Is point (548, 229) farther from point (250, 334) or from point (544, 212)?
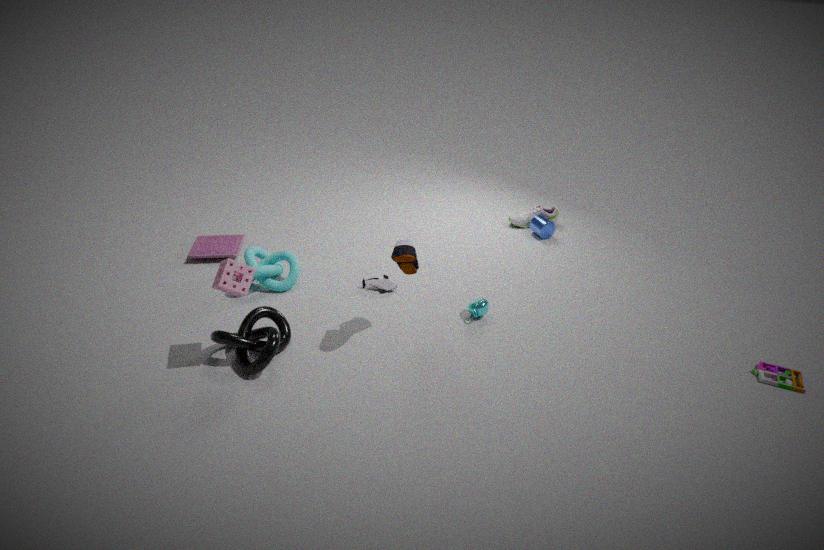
point (250, 334)
